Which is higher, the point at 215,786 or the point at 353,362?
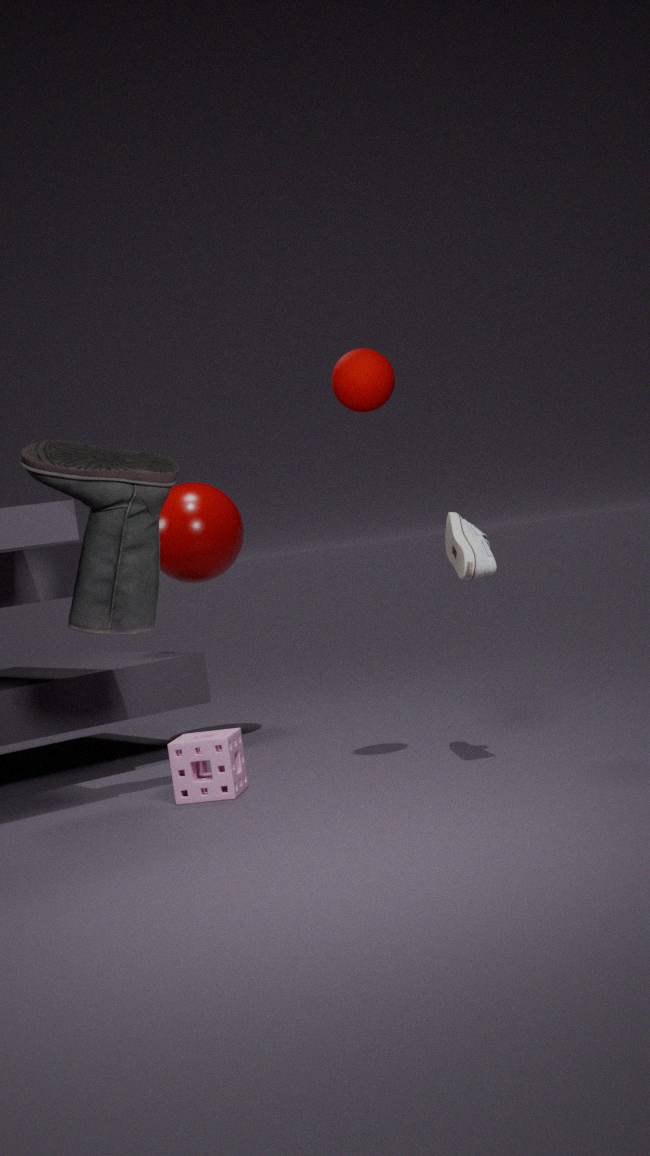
the point at 353,362
